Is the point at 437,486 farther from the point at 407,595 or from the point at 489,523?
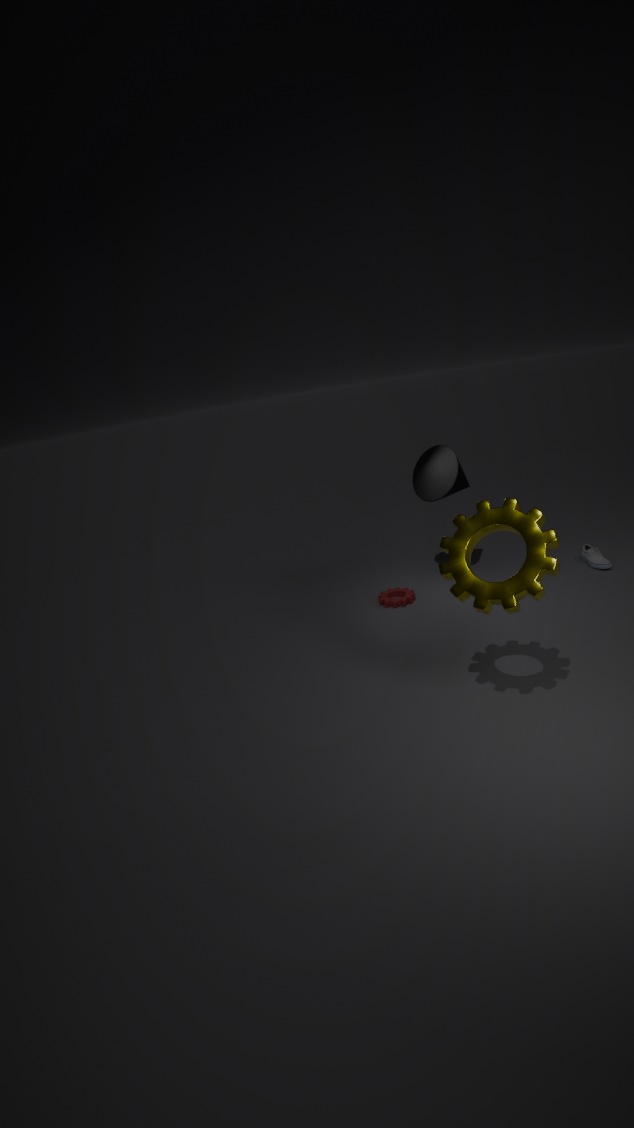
the point at 489,523
